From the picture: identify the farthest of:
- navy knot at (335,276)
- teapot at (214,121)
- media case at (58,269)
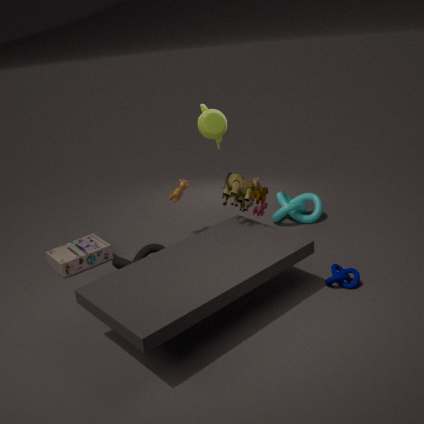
teapot at (214,121)
